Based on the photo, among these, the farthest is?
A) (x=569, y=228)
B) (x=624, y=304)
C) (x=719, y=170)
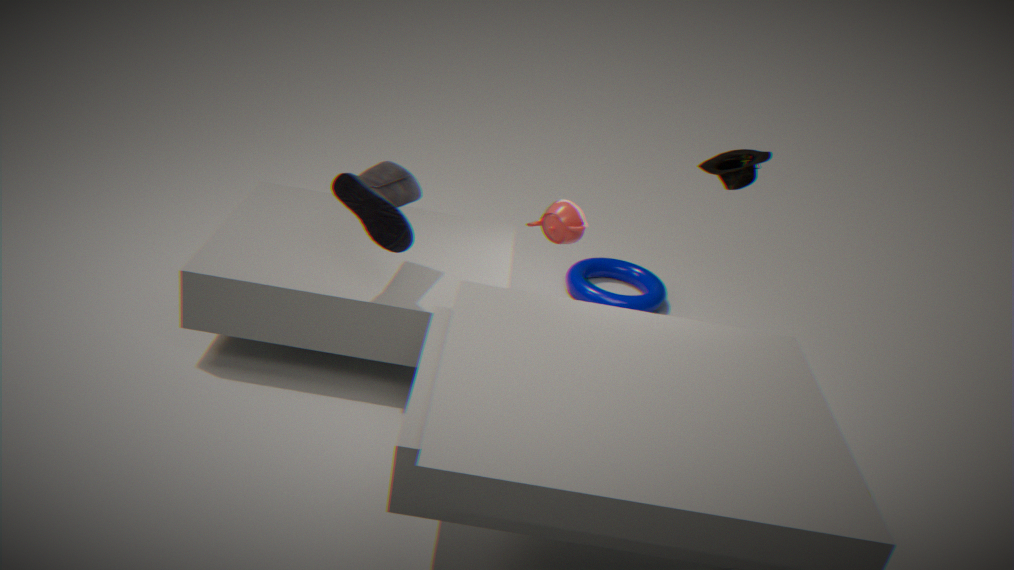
(x=624, y=304)
